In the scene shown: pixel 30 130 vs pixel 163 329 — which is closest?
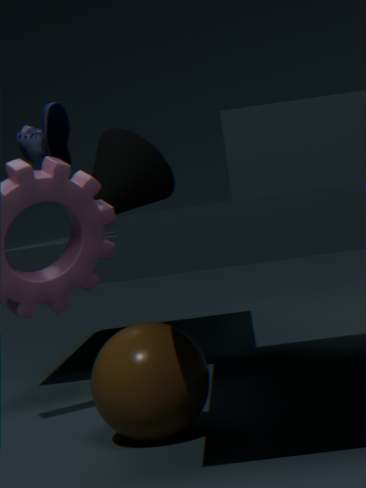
pixel 163 329
